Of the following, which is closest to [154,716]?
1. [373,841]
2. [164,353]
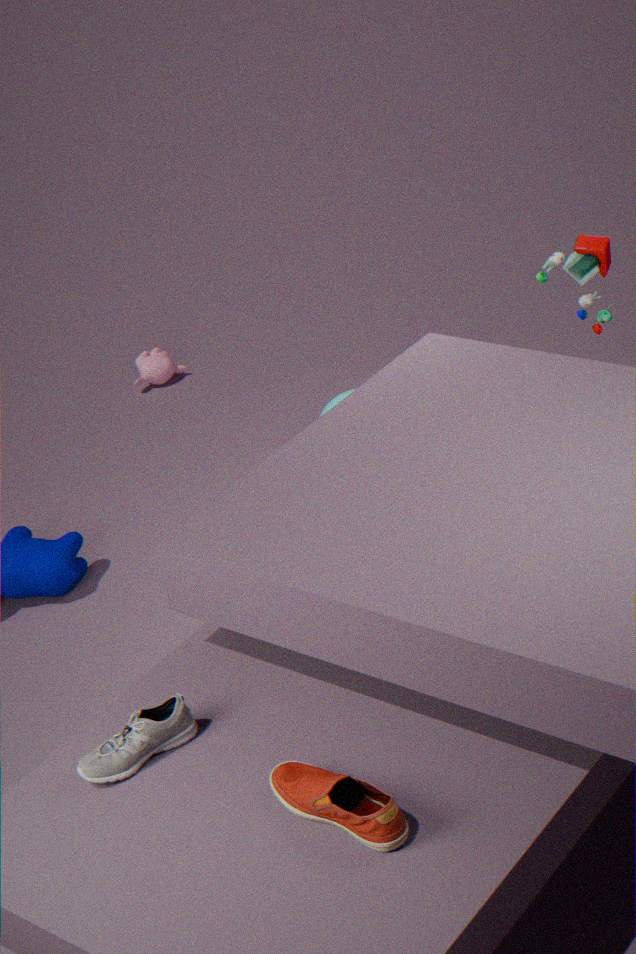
[373,841]
